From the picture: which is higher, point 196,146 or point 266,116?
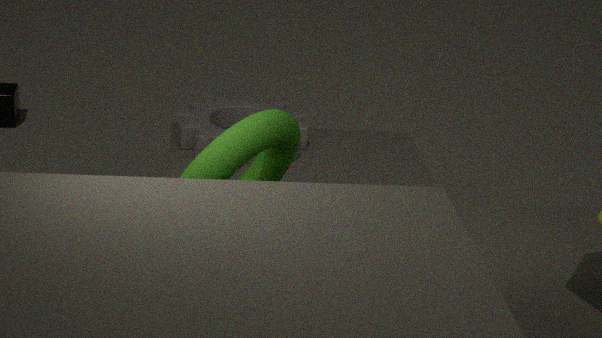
point 266,116
